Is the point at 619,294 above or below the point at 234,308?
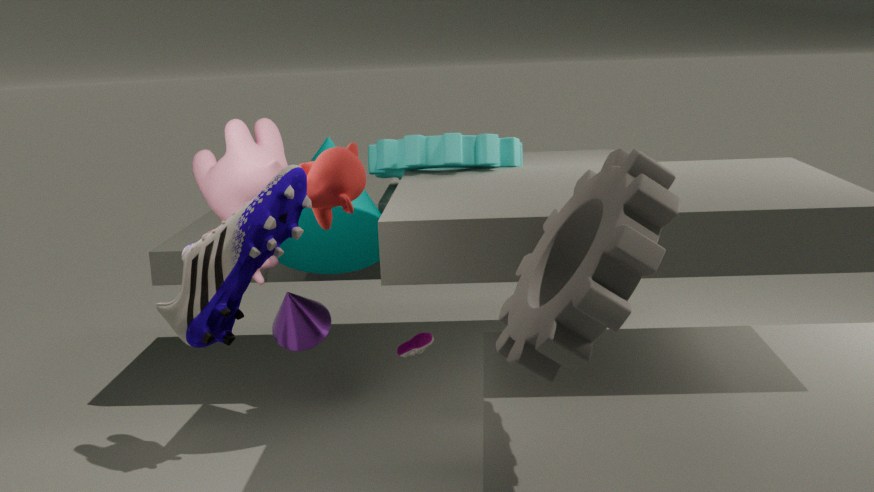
below
